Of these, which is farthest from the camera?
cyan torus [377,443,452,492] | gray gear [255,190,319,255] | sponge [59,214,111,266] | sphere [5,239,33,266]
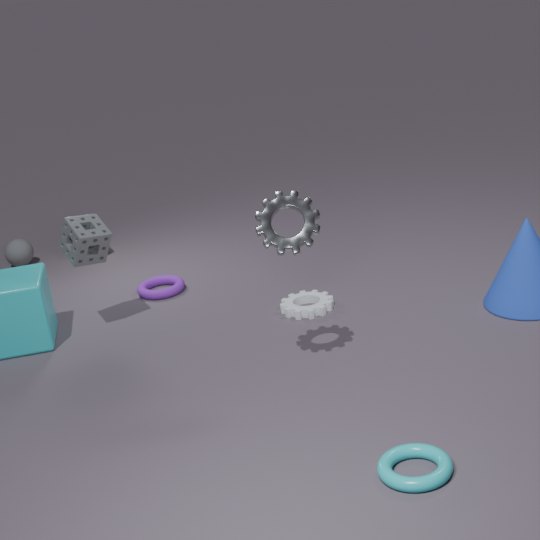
sphere [5,239,33,266]
